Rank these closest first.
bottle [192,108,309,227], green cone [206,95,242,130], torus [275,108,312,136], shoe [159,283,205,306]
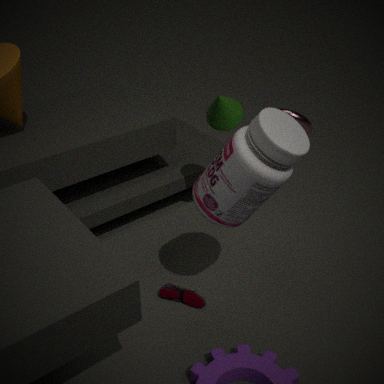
bottle [192,108,309,227]
torus [275,108,312,136]
green cone [206,95,242,130]
shoe [159,283,205,306]
